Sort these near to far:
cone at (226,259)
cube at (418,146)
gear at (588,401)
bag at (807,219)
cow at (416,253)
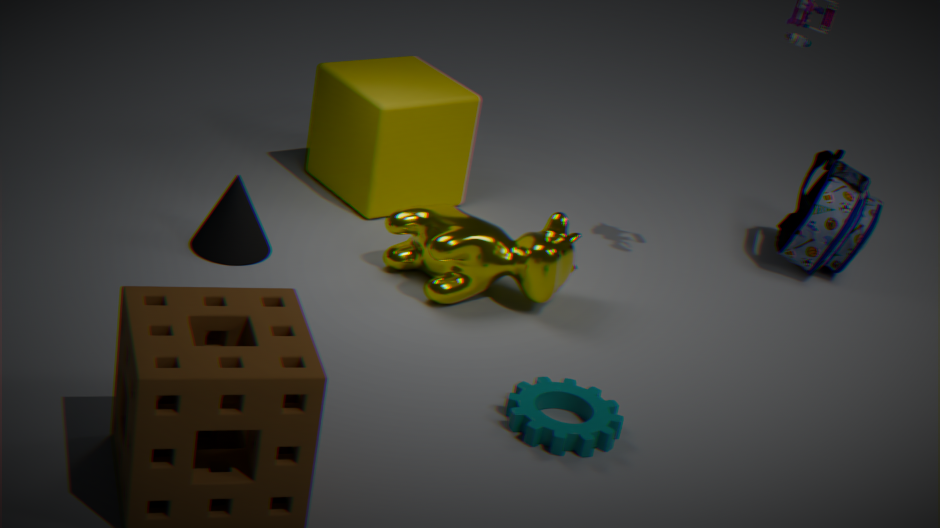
gear at (588,401) → cow at (416,253) → cone at (226,259) → cube at (418,146) → bag at (807,219)
